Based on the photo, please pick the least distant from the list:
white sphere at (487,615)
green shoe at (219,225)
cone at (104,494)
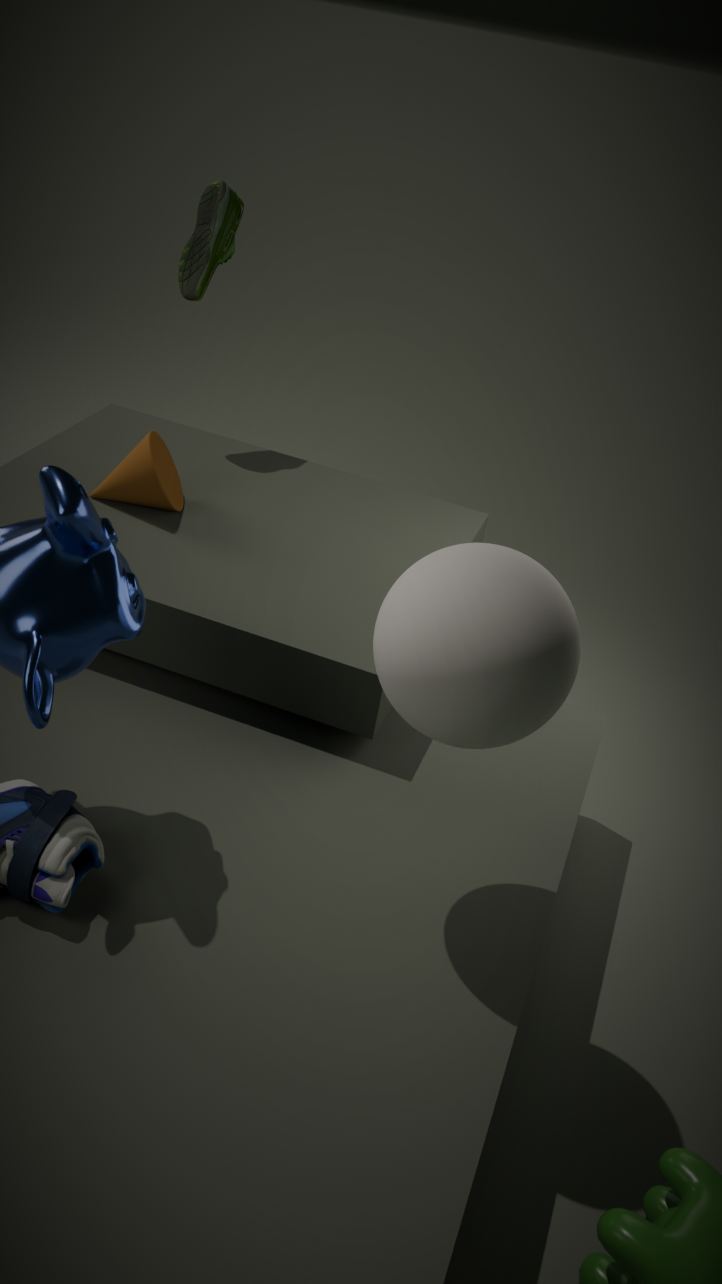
white sphere at (487,615)
